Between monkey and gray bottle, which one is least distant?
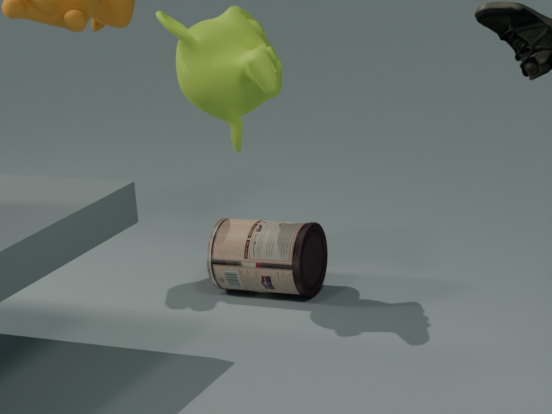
monkey
